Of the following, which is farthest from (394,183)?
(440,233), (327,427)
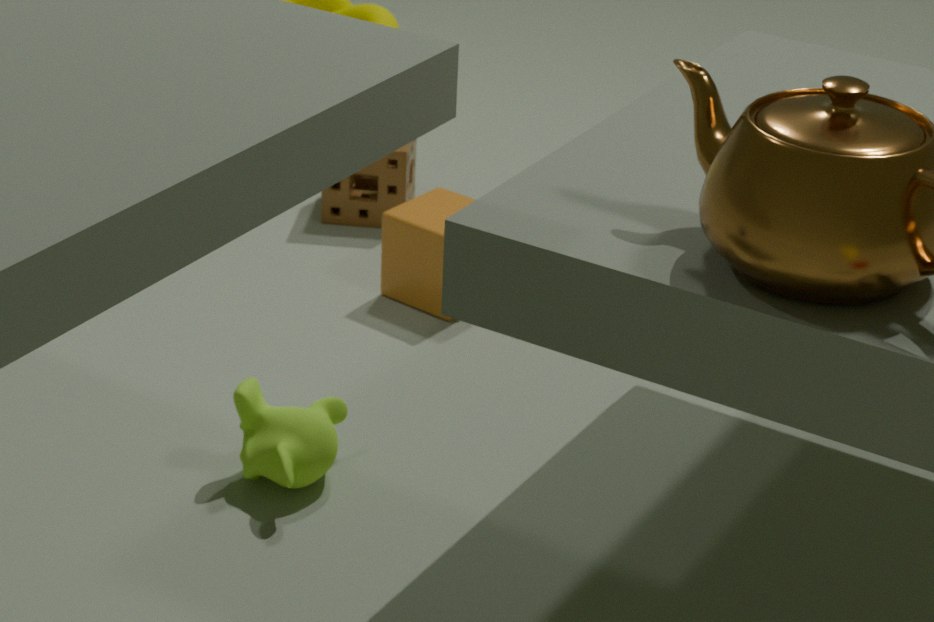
(327,427)
